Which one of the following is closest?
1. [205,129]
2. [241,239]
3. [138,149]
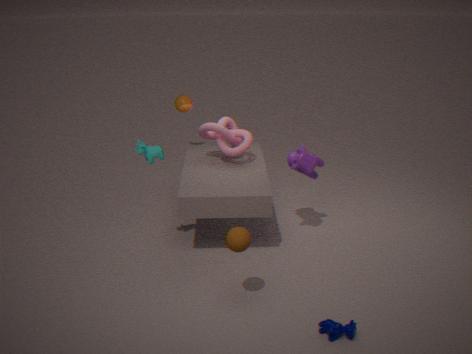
[241,239]
